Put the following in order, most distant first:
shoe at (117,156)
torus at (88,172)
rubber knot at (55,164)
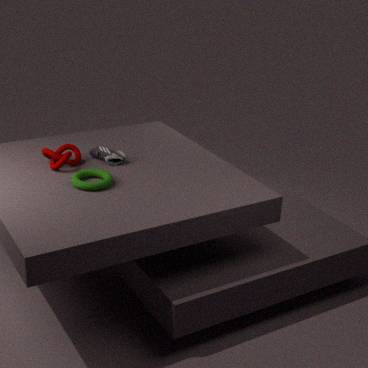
1. shoe at (117,156)
2. rubber knot at (55,164)
3. torus at (88,172)
